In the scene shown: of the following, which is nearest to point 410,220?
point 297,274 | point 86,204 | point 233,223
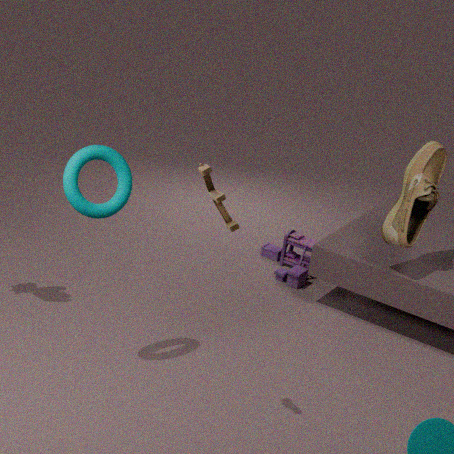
point 297,274
